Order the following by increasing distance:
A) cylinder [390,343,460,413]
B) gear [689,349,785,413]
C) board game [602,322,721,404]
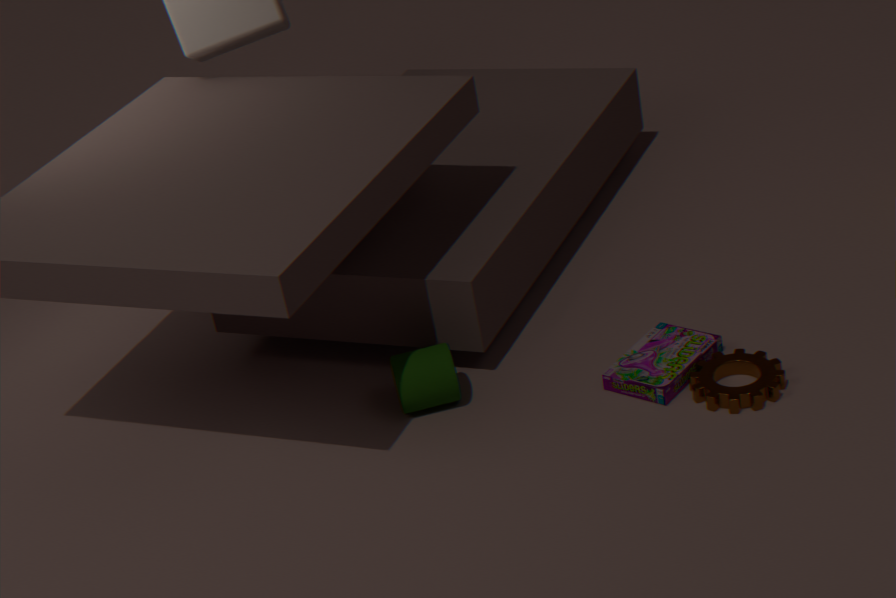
gear [689,349,785,413] < board game [602,322,721,404] < cylinder [390,343,460,413]
